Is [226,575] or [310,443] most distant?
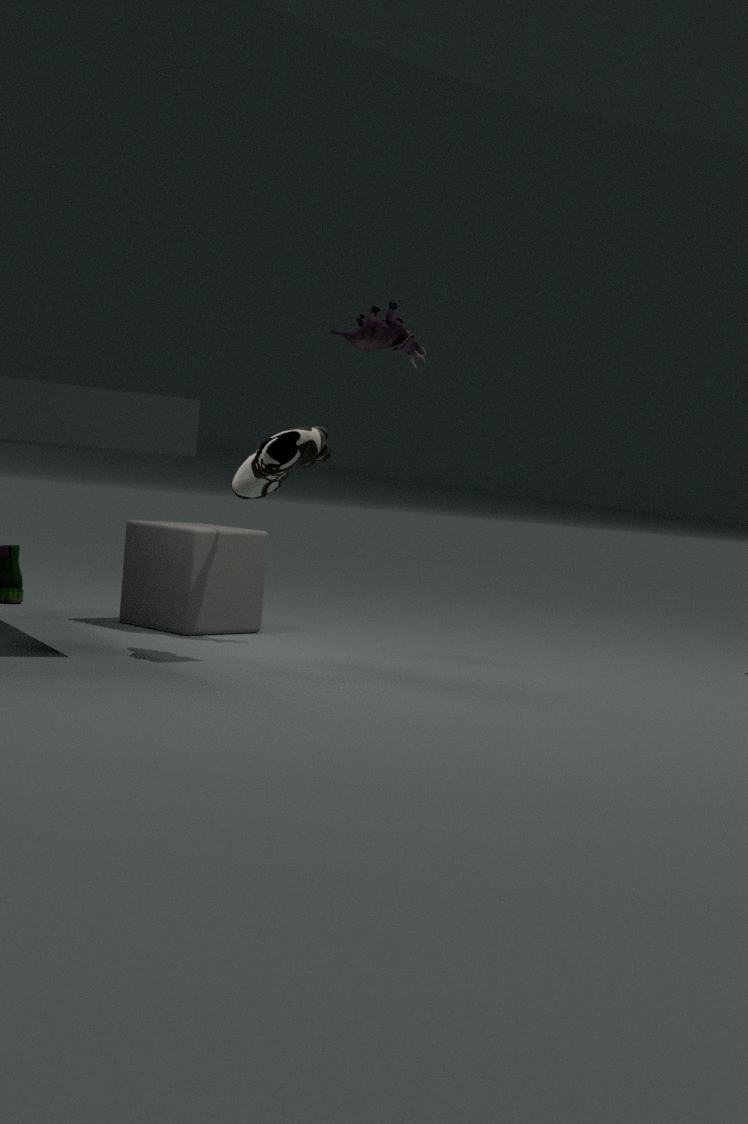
[226,575]
